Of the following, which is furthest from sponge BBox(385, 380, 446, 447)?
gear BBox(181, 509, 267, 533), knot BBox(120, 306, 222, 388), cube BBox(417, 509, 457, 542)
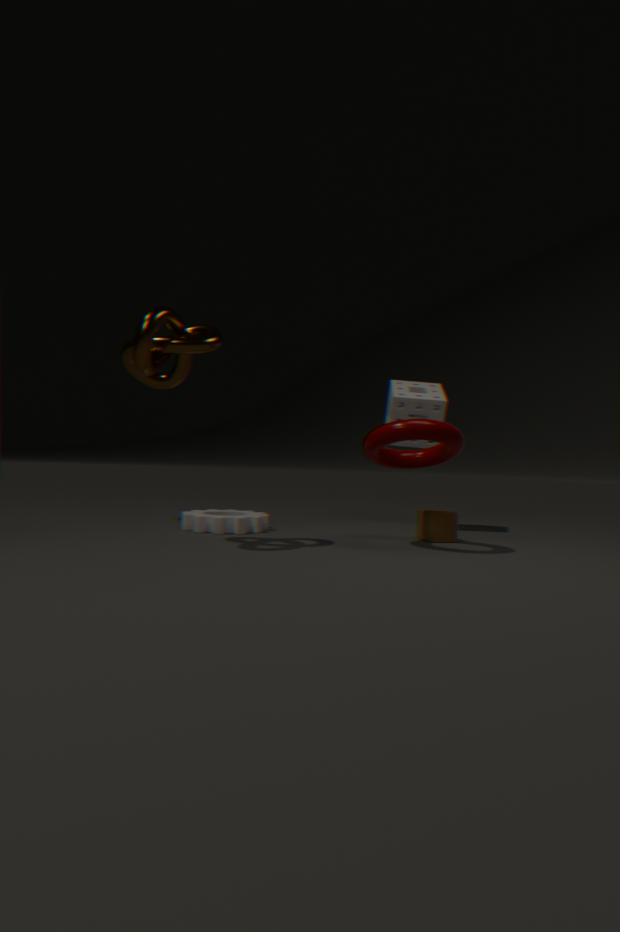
knot BBox(120, 306, 222, 388)
